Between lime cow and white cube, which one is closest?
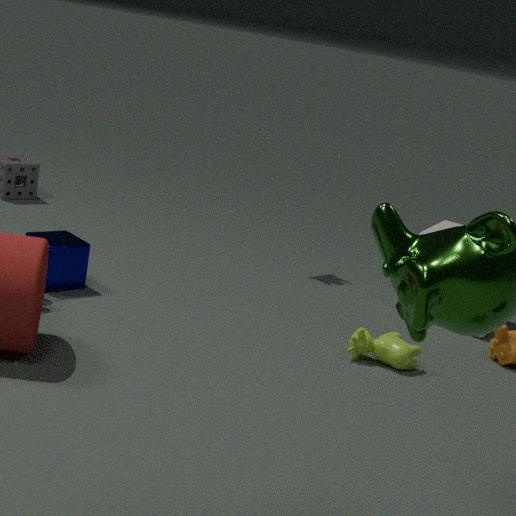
lime cow
